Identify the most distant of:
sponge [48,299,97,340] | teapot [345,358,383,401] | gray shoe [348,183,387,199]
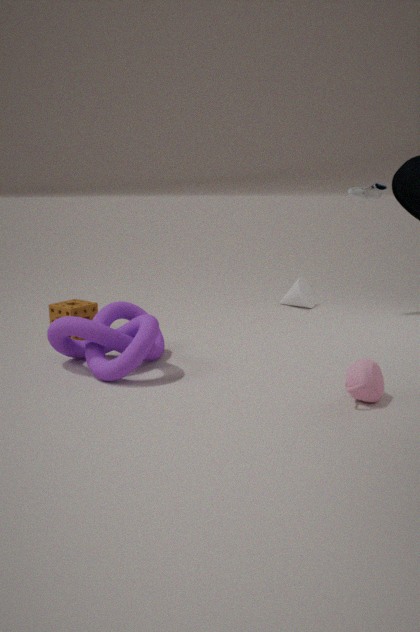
gray shoe [348,183,387,199]
